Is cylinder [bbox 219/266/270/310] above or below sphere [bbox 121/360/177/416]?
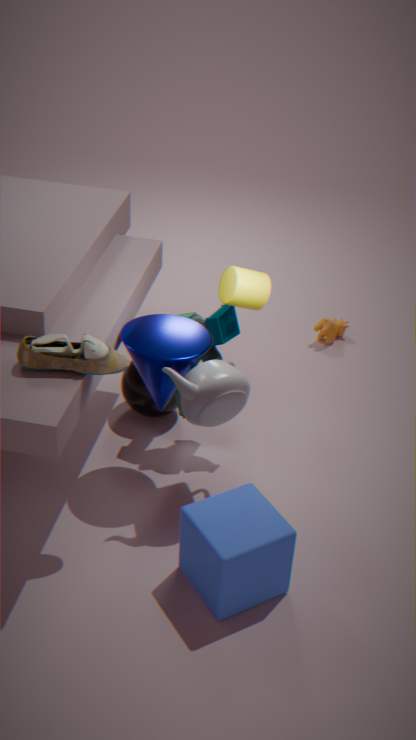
above
